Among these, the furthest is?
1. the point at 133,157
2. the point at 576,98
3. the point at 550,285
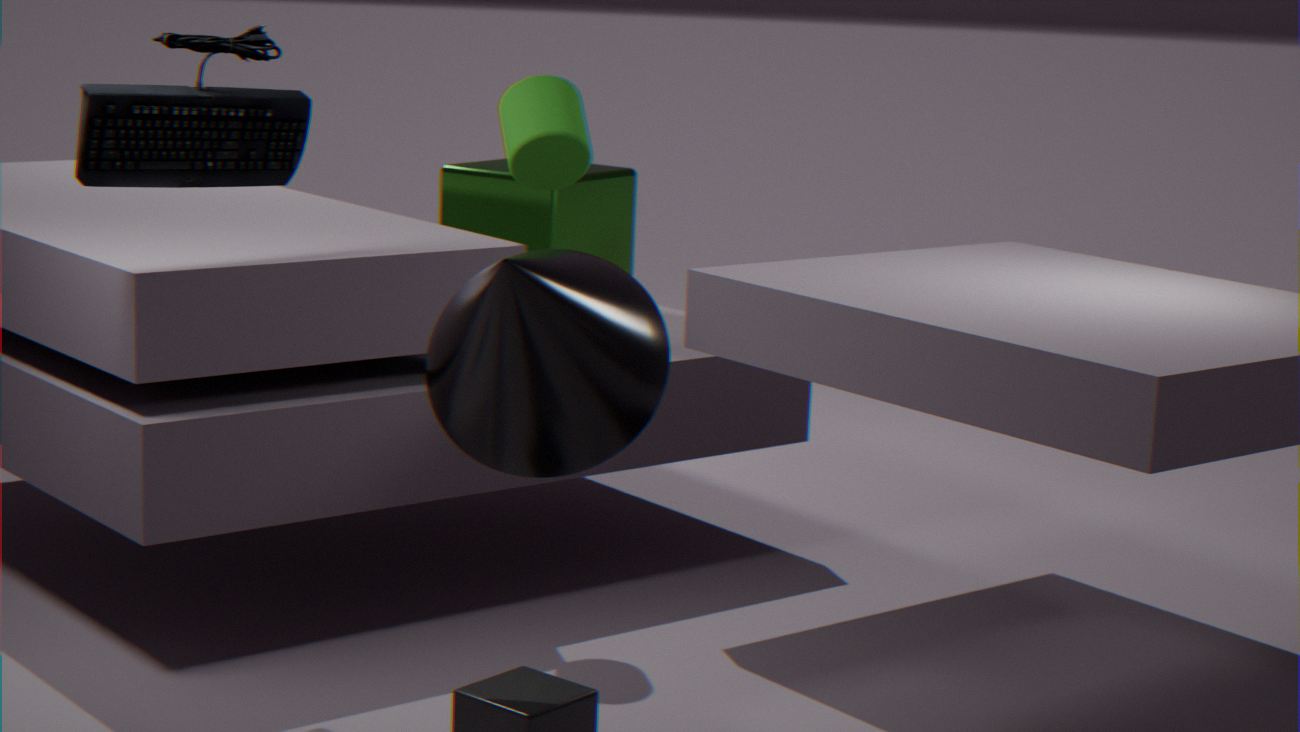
the point at 576,98
